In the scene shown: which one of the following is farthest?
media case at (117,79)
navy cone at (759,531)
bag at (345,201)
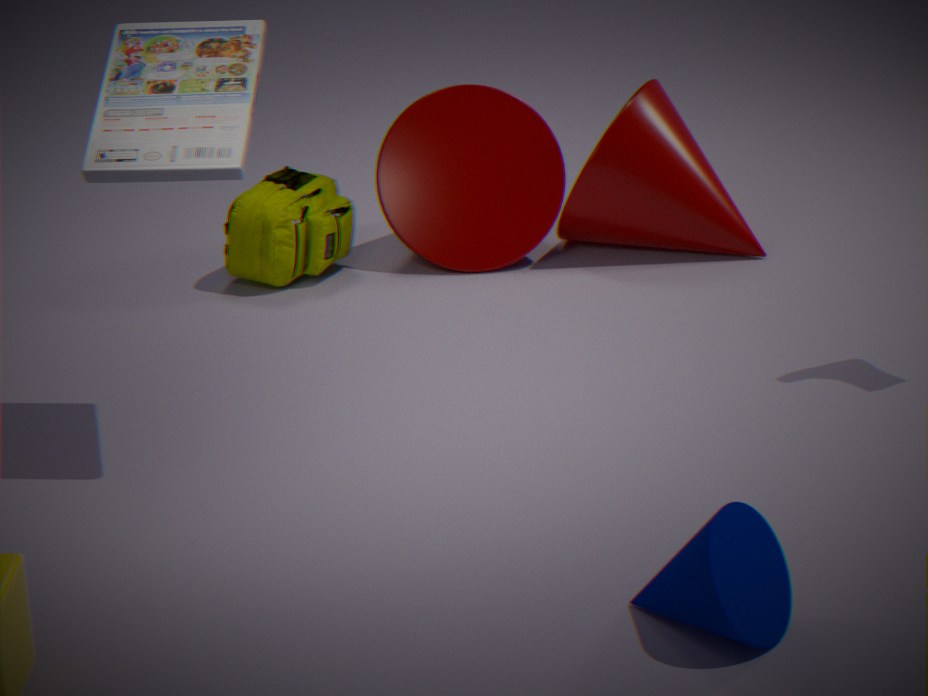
bag at (345,201)
